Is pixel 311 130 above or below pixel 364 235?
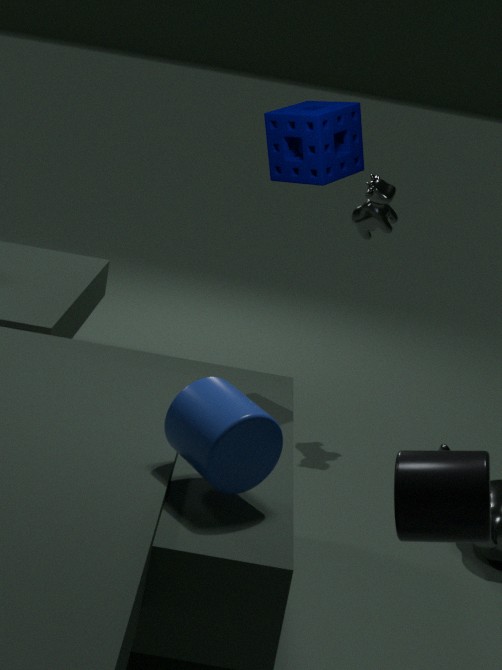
above
